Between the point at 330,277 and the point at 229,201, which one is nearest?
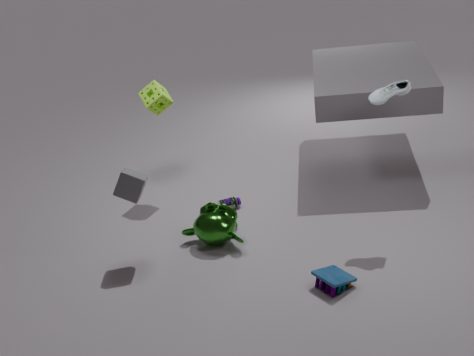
the point at 330,277
